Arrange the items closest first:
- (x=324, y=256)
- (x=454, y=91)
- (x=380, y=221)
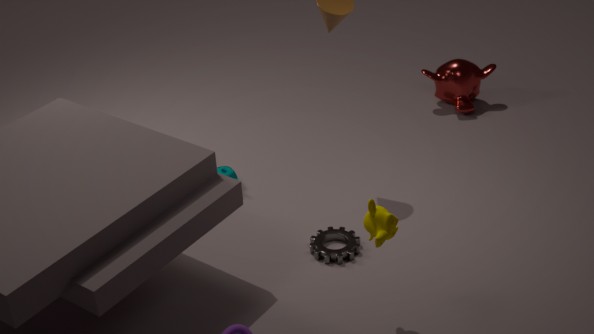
(x=380, y=221)
(x=324, y=256)
(x=454, y=91)
